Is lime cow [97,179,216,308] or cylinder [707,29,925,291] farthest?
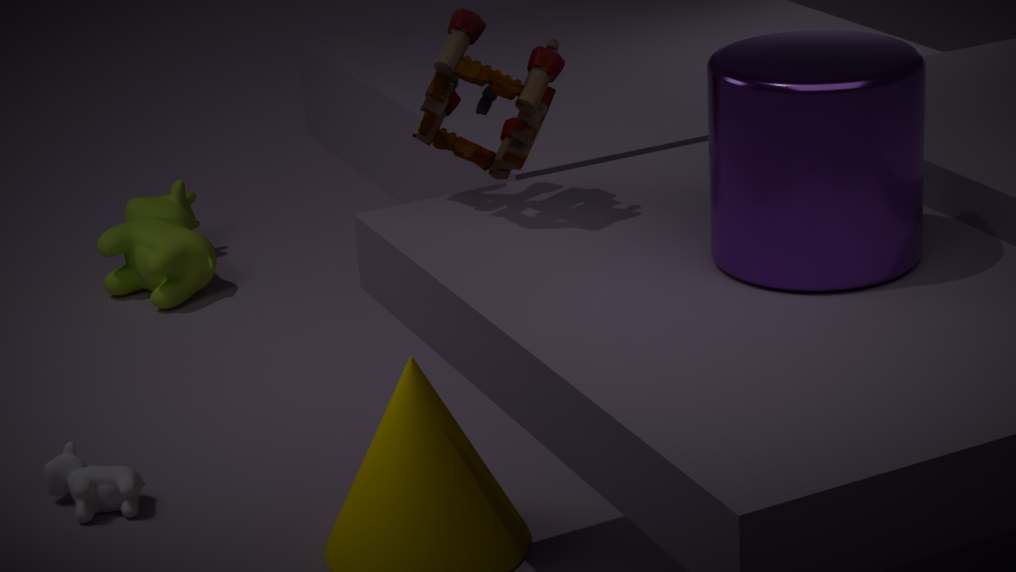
lime cow [97,179,216,308]
